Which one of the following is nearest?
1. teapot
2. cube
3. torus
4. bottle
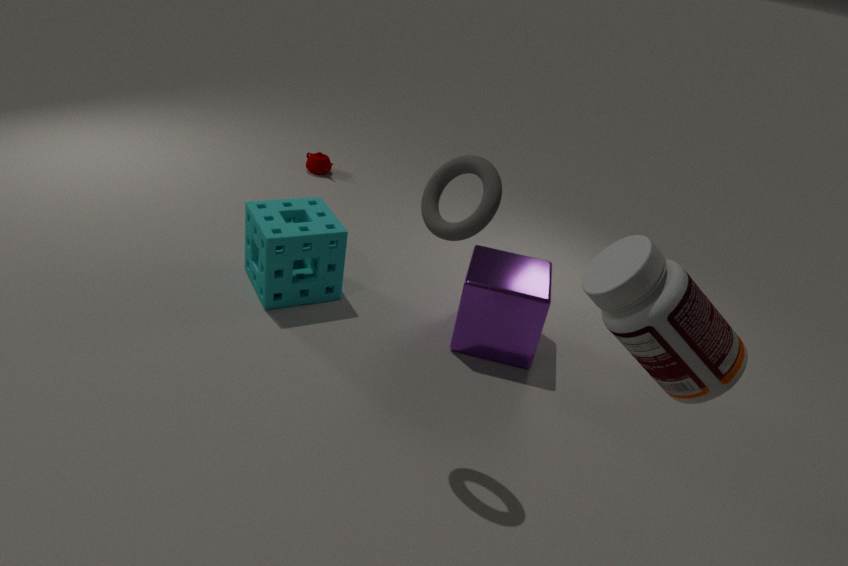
bottle
